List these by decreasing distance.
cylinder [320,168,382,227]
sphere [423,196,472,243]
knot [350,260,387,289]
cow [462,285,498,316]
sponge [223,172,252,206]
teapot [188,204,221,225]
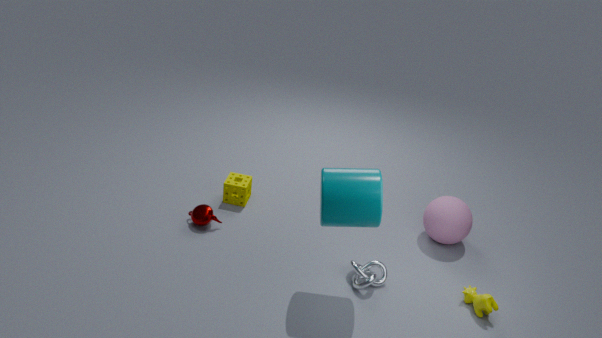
1. sponge [223,172,252,206]
2. sphere [423,196,472,243]
3. teapot [188,204,221,225]
4. knot [350,260,387,289]
5. cow [462,285,498,316]
6. cylinder [320,168,382,227]
